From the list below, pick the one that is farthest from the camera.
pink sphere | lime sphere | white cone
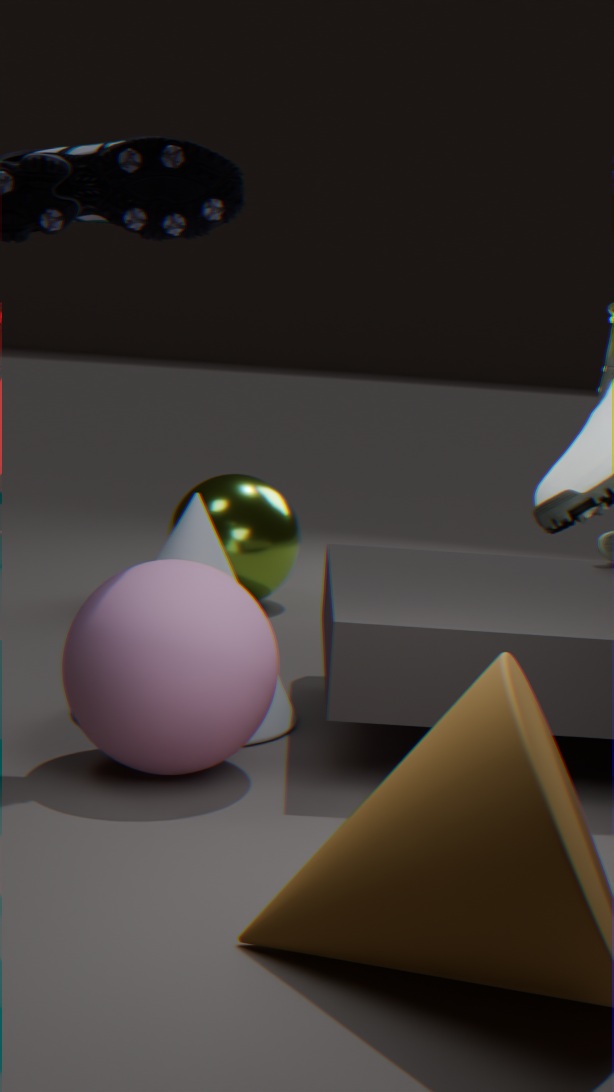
lime sphere
